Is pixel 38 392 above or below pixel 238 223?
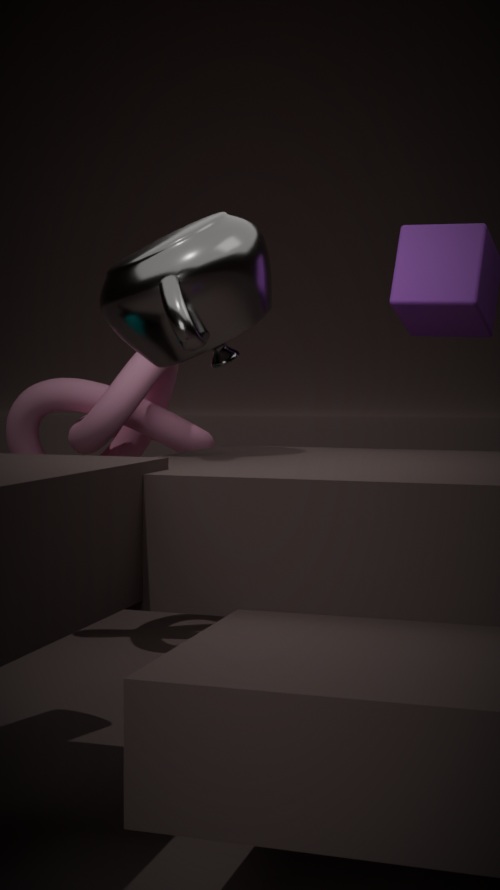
below
